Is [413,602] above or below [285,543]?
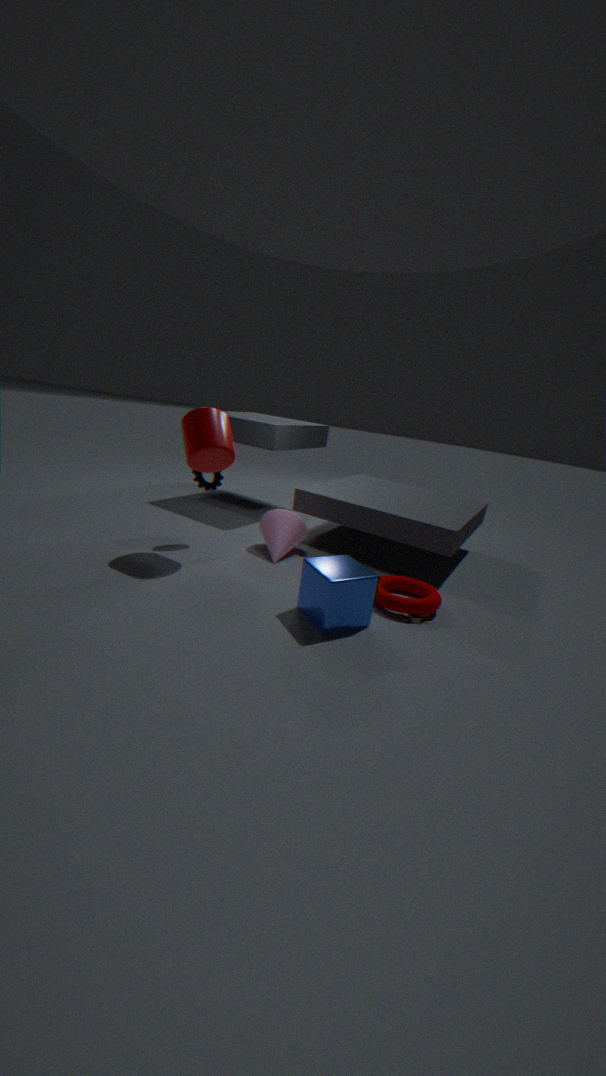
below
